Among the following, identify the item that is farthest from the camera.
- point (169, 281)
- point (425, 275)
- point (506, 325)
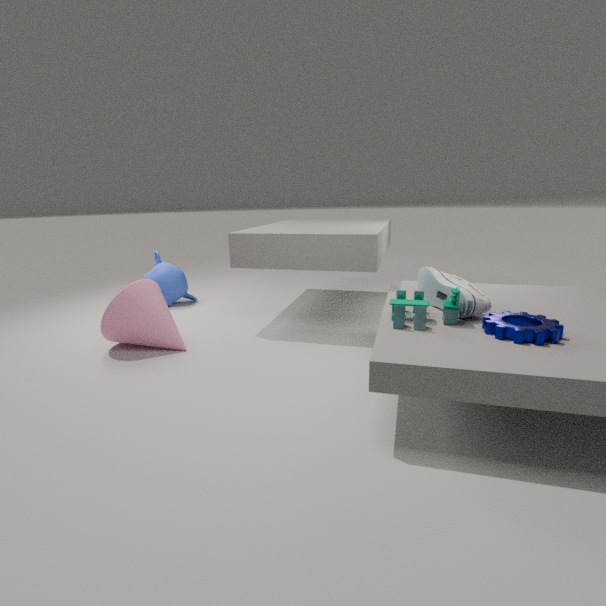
point (169, 281)
